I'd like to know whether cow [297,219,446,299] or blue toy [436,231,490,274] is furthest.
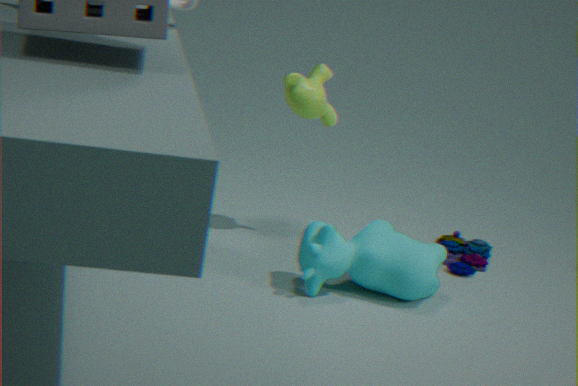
blue toy [436,231,490,274]
